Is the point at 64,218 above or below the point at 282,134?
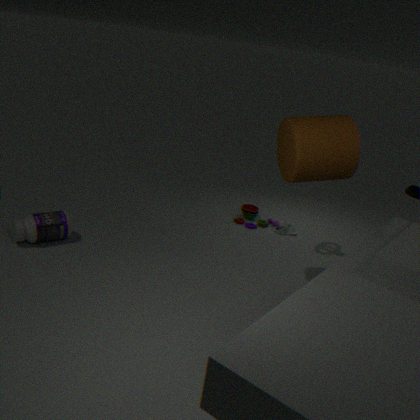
below
